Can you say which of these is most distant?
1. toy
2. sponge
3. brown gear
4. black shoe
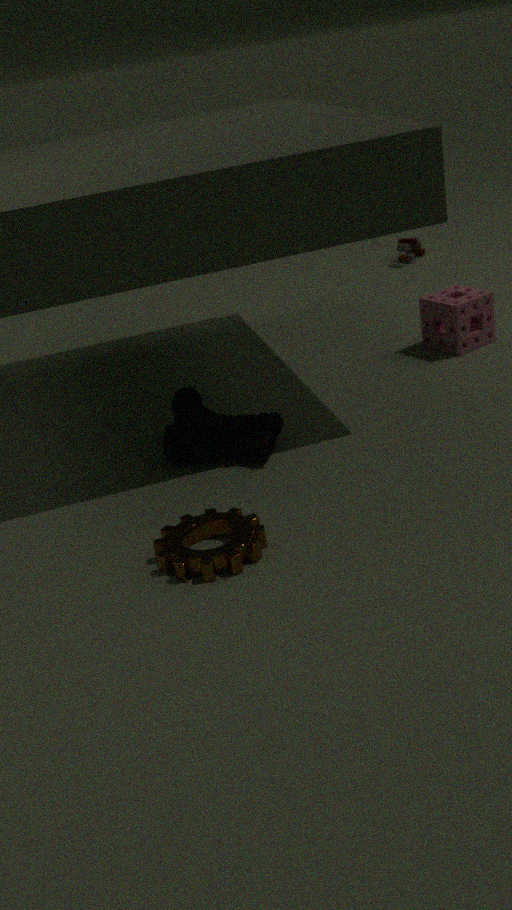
toy
